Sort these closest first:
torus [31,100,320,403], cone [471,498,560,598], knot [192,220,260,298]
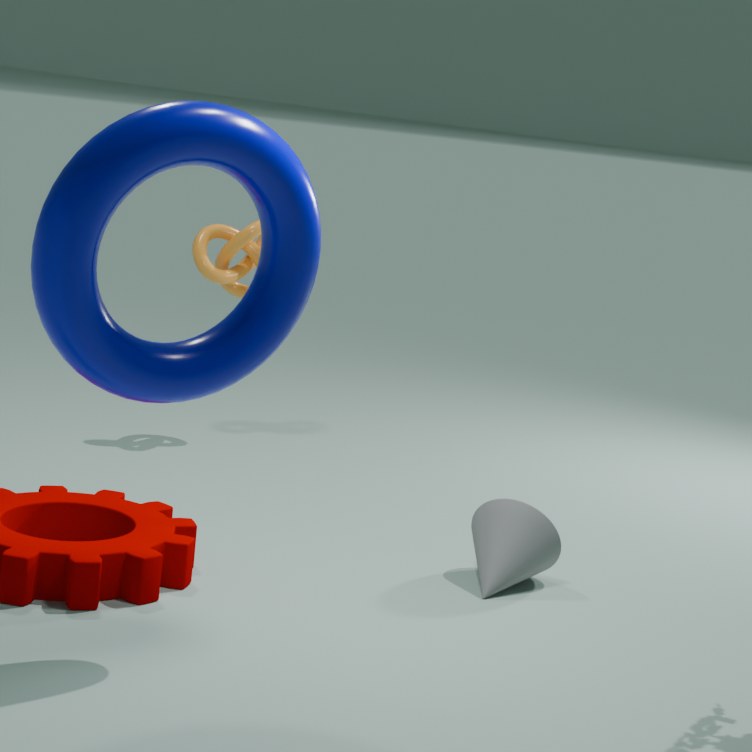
torus [31,100,320,403], cone [471,498,560,598], knot [192,220,260,298]
